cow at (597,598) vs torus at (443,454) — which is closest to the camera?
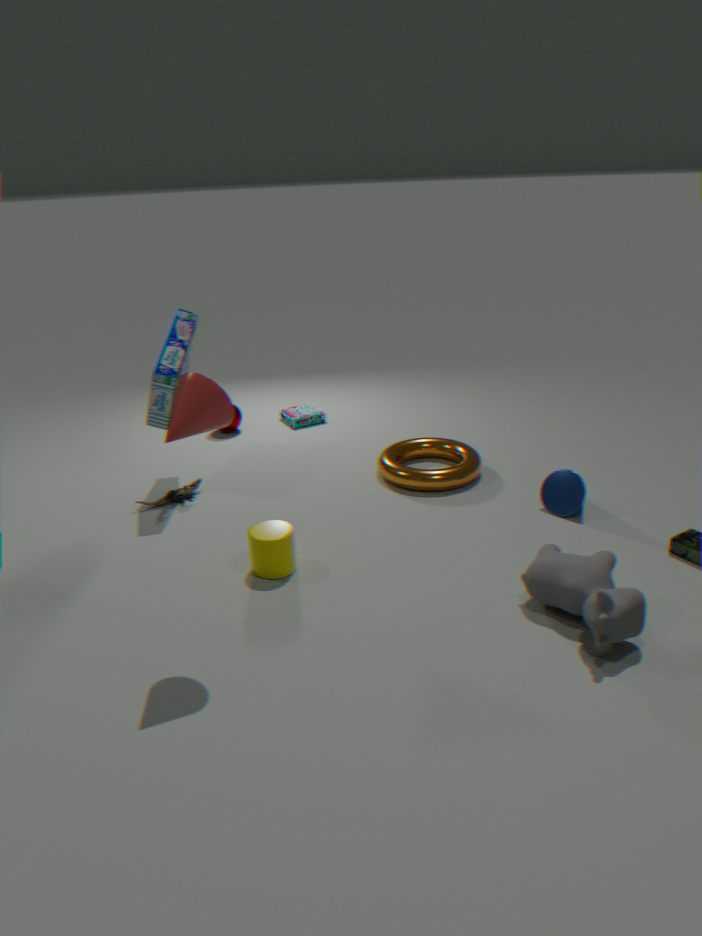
cow at (597,598)
